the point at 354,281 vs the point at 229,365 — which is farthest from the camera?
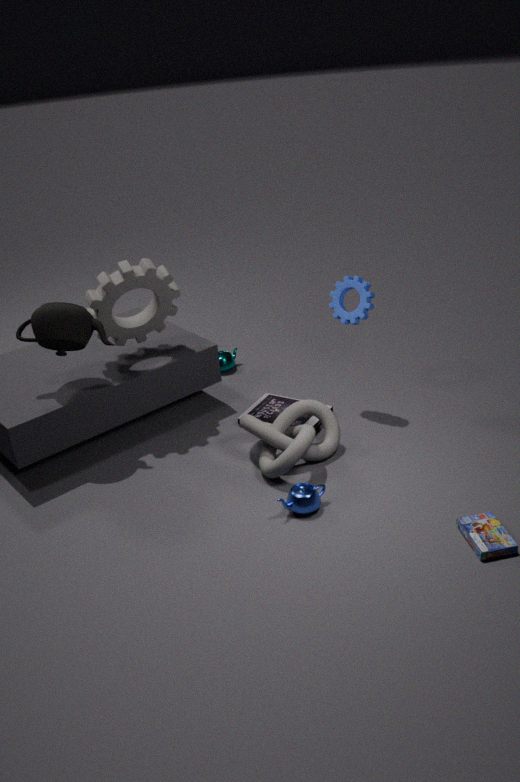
the point at 229,365
